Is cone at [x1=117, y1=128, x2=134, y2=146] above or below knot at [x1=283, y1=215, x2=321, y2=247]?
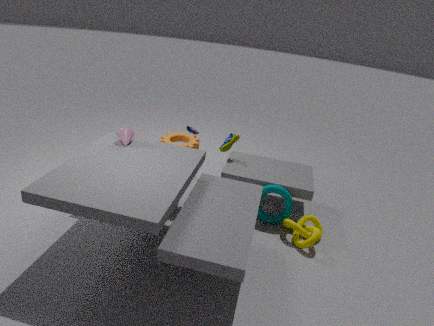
above
